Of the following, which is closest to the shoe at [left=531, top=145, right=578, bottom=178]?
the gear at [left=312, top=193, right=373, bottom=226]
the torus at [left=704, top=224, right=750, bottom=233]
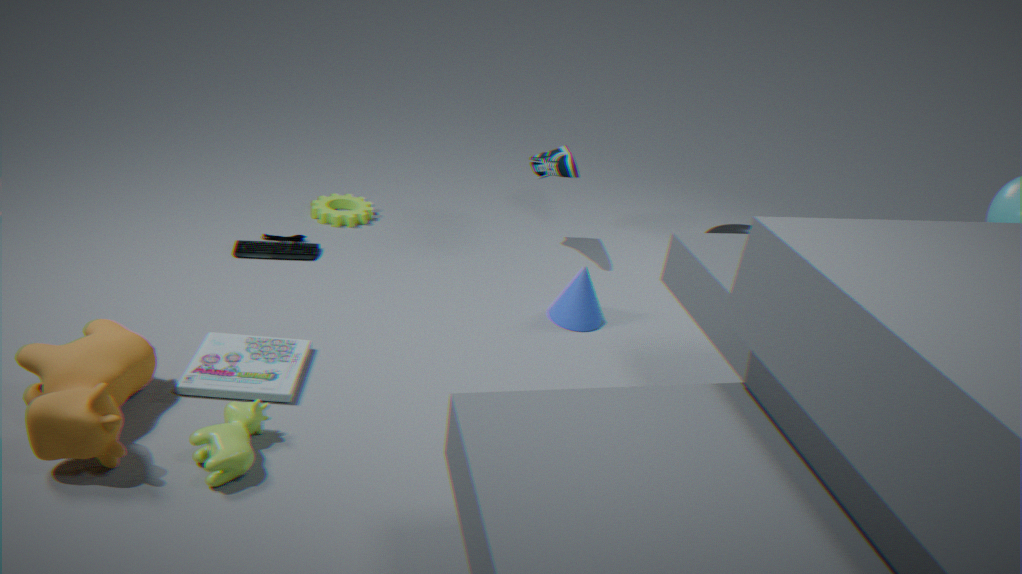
the torus at [left=704, top=224, right=750, bottom=233]
